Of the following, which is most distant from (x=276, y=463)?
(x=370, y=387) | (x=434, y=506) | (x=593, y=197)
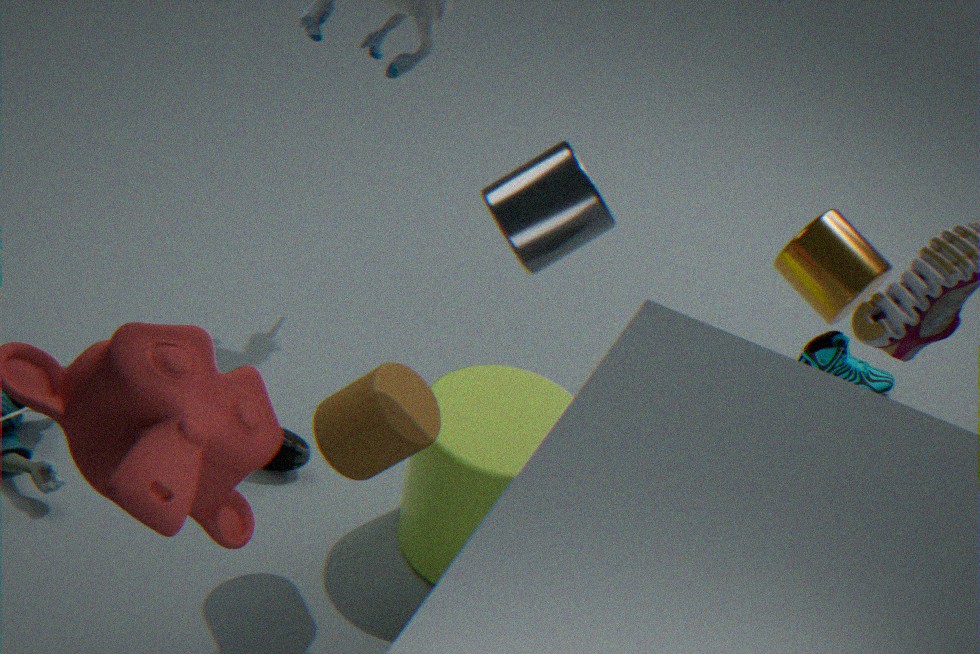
(x=593, y=197)
